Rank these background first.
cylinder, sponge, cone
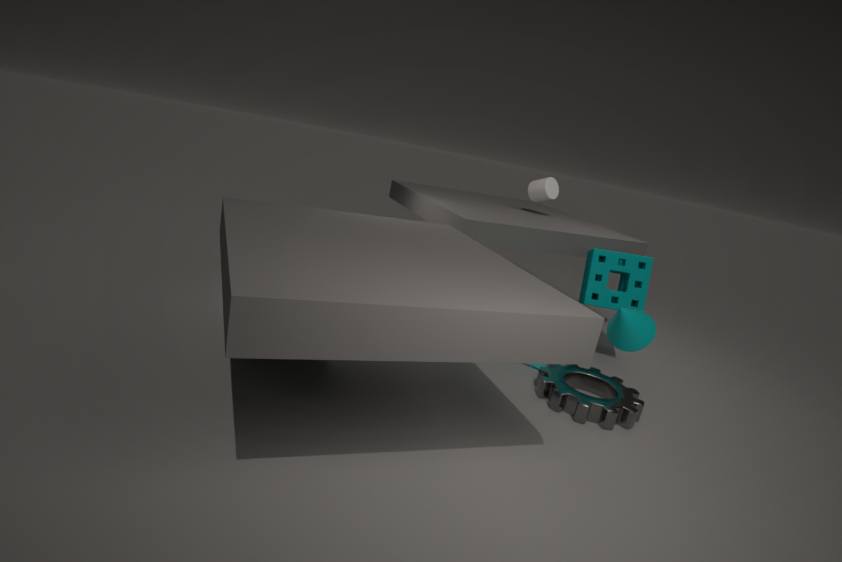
cylinder < sponge < cone
